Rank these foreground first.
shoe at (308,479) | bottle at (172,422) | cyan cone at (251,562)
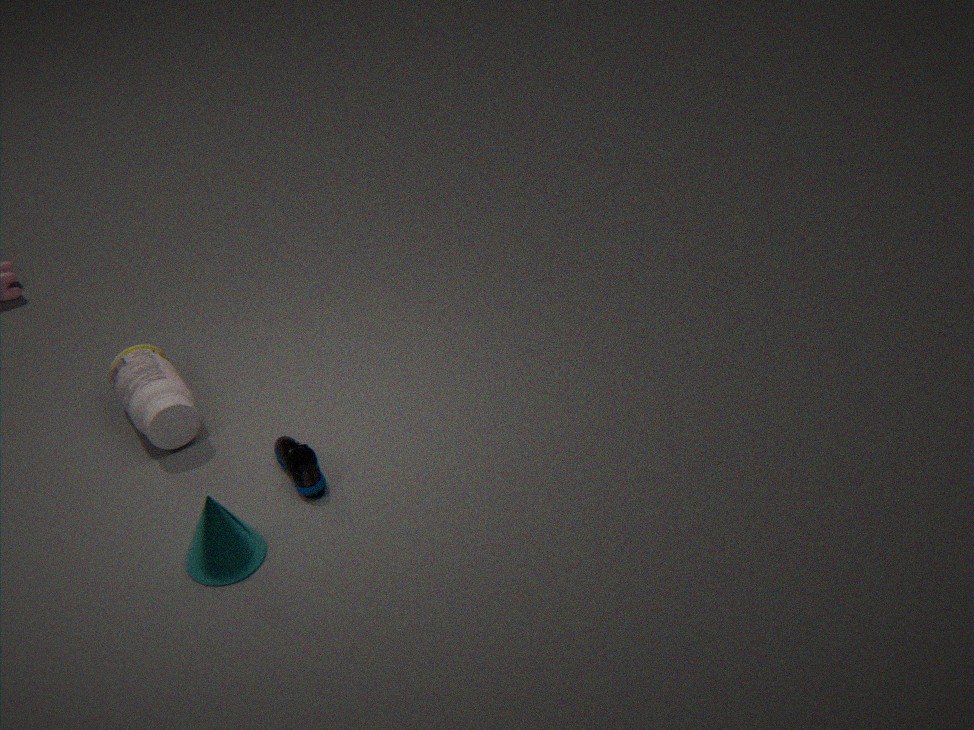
cyan cone at (251,562)
shoe at (308,479)
bottle at (172,422)
